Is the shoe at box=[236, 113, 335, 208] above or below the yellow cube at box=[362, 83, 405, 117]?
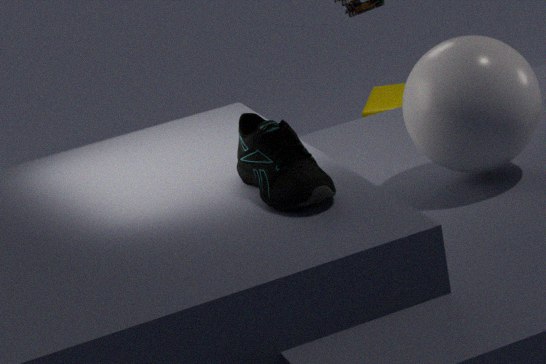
above
